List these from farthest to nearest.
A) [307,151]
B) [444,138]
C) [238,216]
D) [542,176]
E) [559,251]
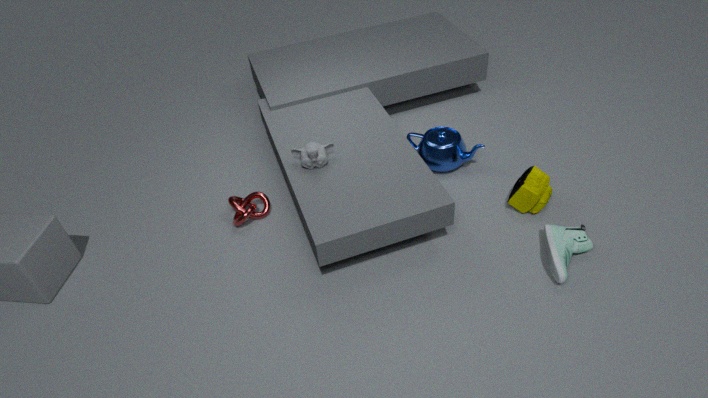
1. [444,138]
2. [238,216]
3. [542,176]
4. [307,151]
5. [559,251]
